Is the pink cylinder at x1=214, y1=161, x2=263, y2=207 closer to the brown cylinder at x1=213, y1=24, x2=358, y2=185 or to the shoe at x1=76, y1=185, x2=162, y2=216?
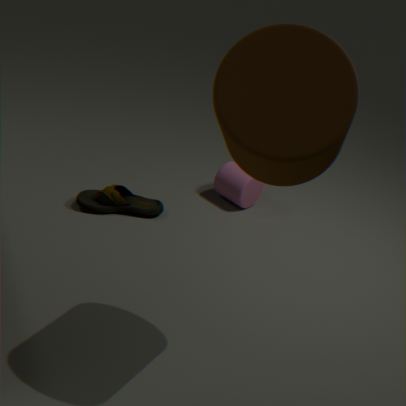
the shoe at x1=76, y1=185, x2=162, y2=216
